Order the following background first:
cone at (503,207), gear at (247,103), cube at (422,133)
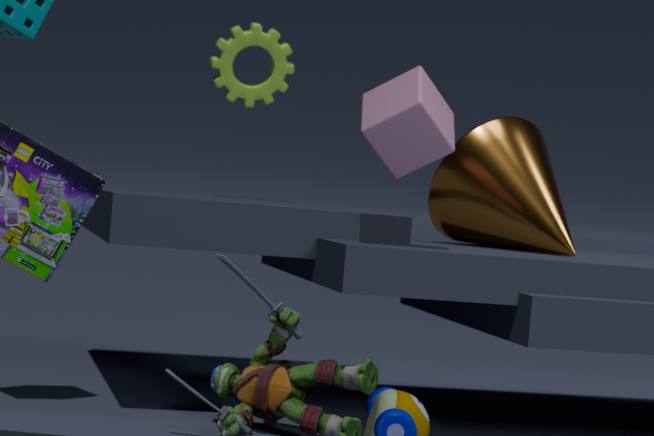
gear at (247,103) < cone at (503,207) < cube at (422,133)
